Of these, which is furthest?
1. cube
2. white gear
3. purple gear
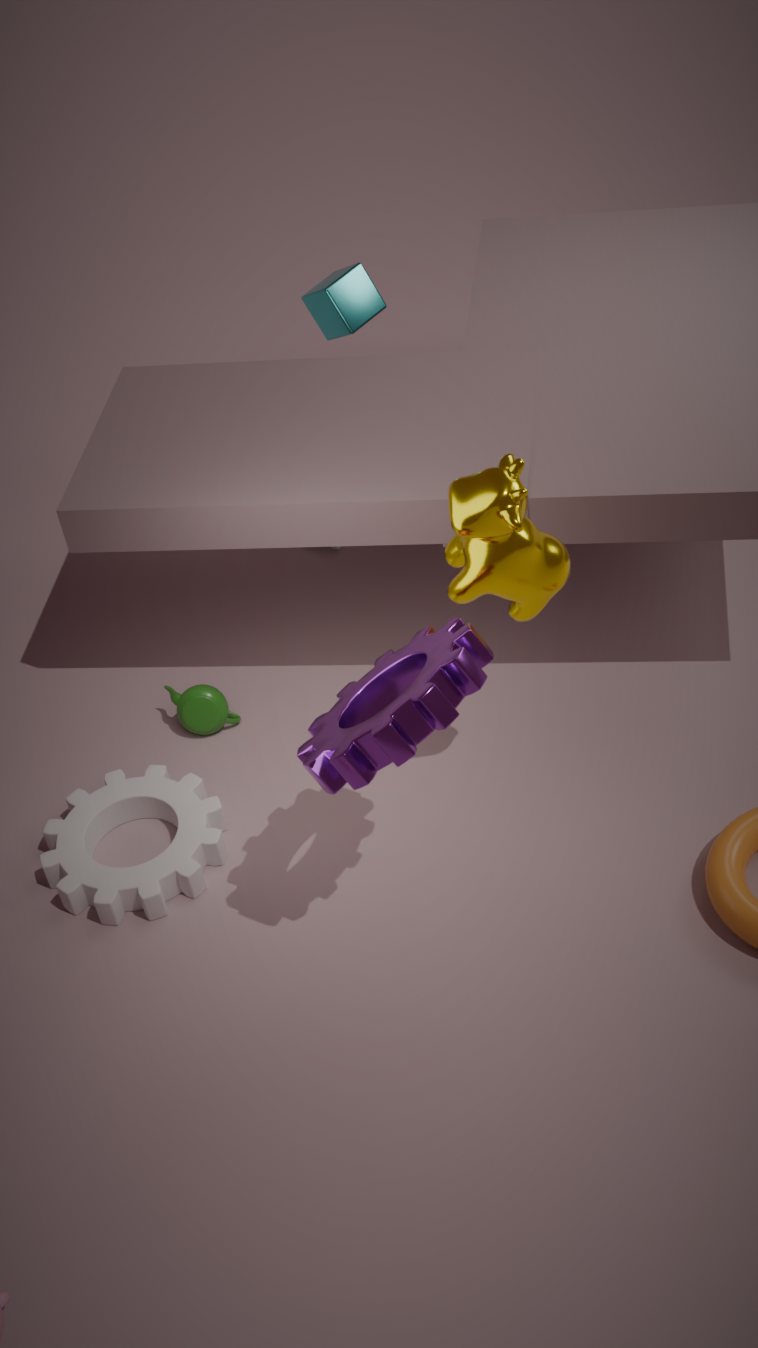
cube
